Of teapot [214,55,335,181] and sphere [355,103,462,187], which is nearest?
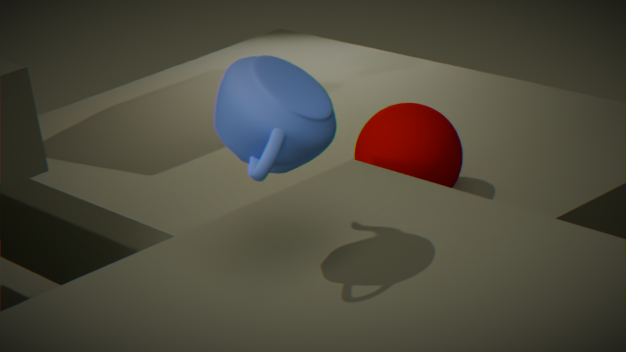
teapot [214,55,335,181]
